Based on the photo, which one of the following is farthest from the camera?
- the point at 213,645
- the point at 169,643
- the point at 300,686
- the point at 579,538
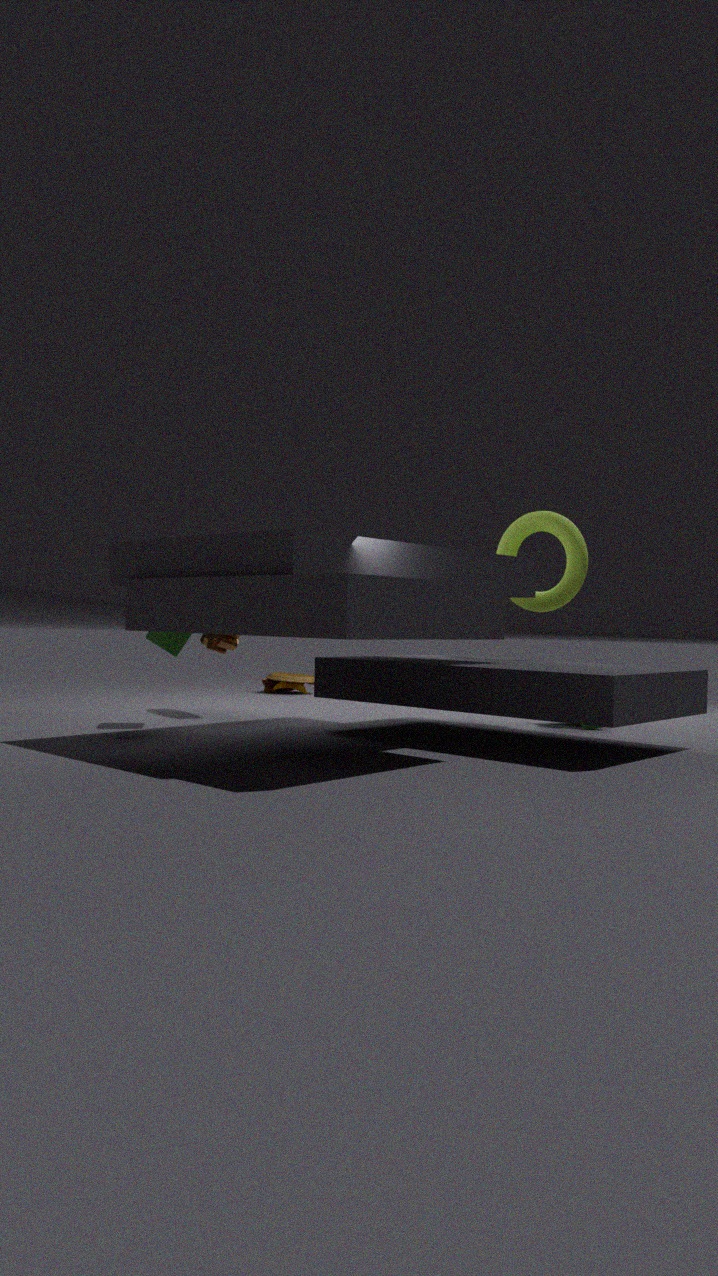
the point at 300,686
